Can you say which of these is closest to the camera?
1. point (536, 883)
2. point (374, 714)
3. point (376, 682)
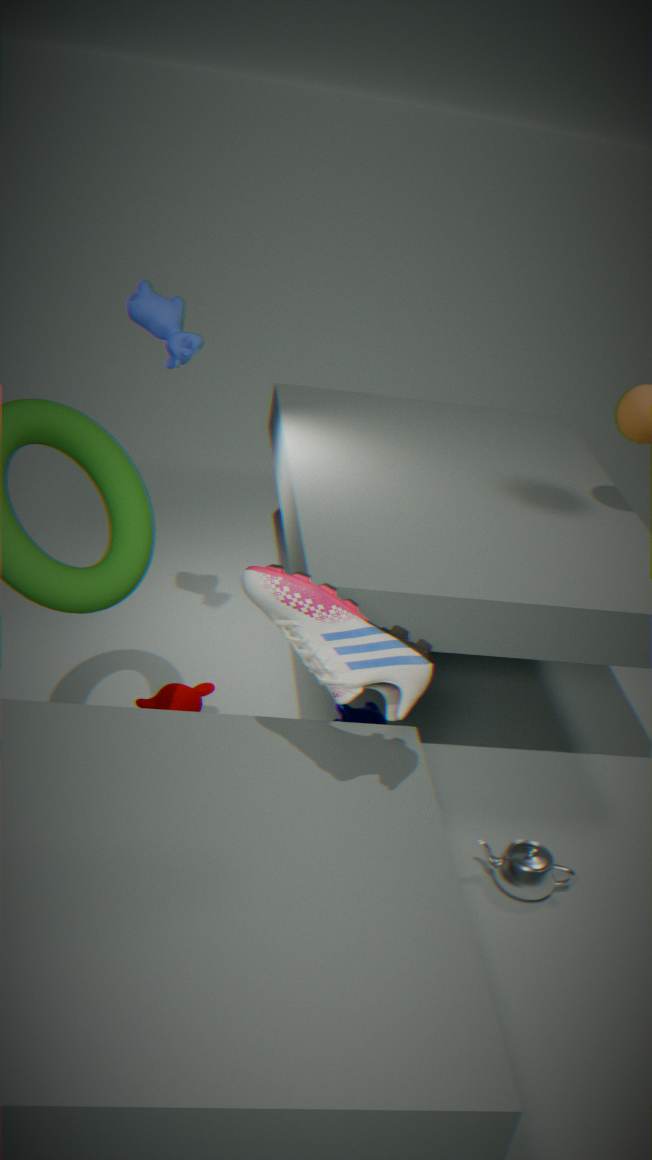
point (376, 682)
